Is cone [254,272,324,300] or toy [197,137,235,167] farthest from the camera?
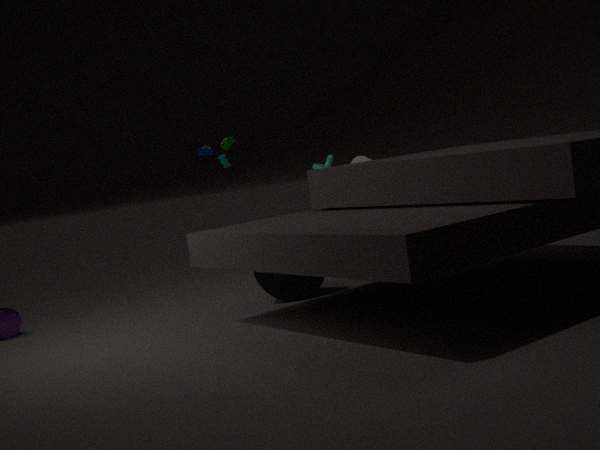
toy [197,137,235,167]
